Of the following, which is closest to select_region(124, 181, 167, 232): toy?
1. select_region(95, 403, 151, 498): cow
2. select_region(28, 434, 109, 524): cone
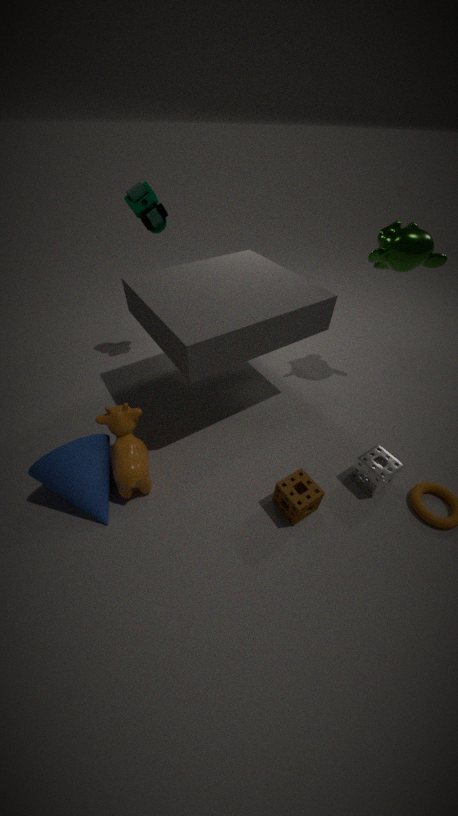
select_region(95, 403, 151, 498): cow
